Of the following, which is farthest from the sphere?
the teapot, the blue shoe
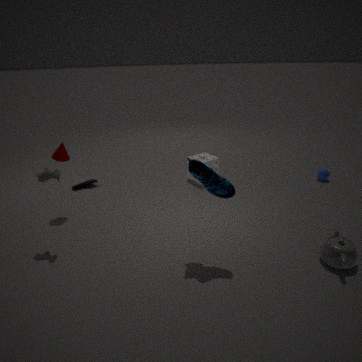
the blue shoe
